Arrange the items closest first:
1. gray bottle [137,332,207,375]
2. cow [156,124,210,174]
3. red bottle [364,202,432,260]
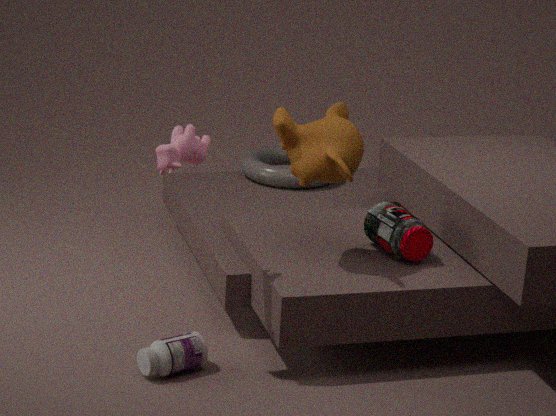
1. cow [156,124,210,174]
2. gray bottle [137,332,207,375]
3. red bottle [364,202,432,260]
